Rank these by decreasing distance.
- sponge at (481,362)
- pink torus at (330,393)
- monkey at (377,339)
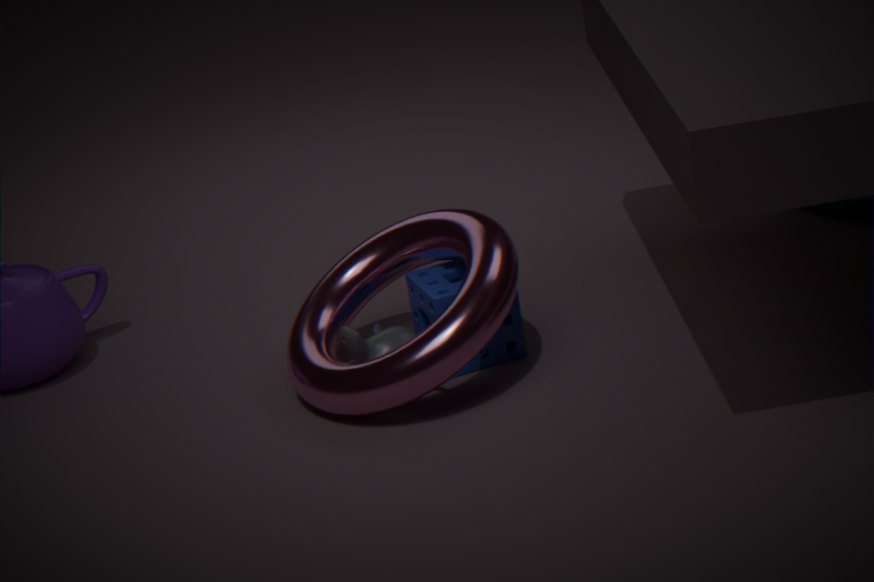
sponge at (481,362) → monkey at (377,339) → pink torus at (330,393)
